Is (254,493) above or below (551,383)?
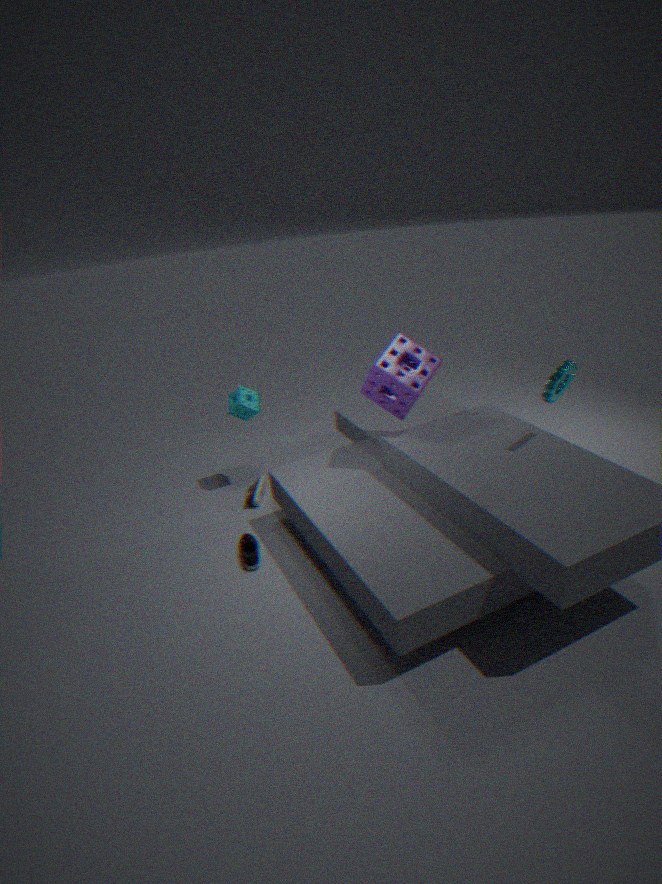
below
